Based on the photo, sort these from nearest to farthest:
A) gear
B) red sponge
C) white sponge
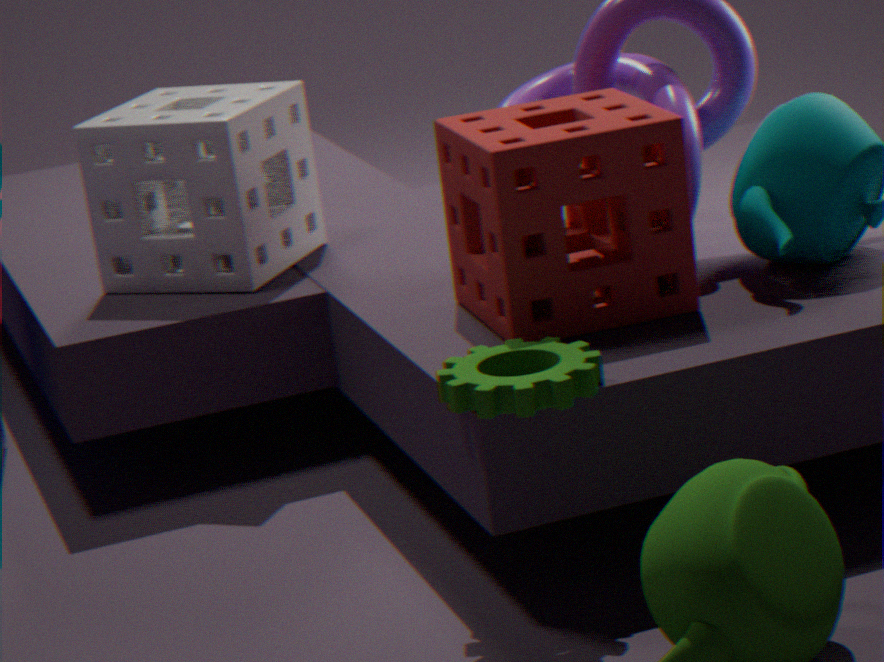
gear → red sponge → white sponge
